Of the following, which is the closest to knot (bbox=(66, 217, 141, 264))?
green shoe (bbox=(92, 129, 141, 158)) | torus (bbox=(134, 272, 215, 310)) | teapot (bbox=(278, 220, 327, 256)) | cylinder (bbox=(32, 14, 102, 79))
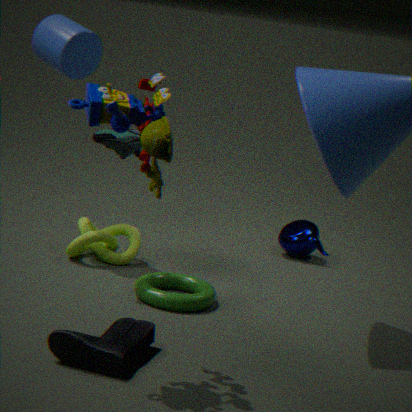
torus (bbox=(134, 272, 215, 310))
